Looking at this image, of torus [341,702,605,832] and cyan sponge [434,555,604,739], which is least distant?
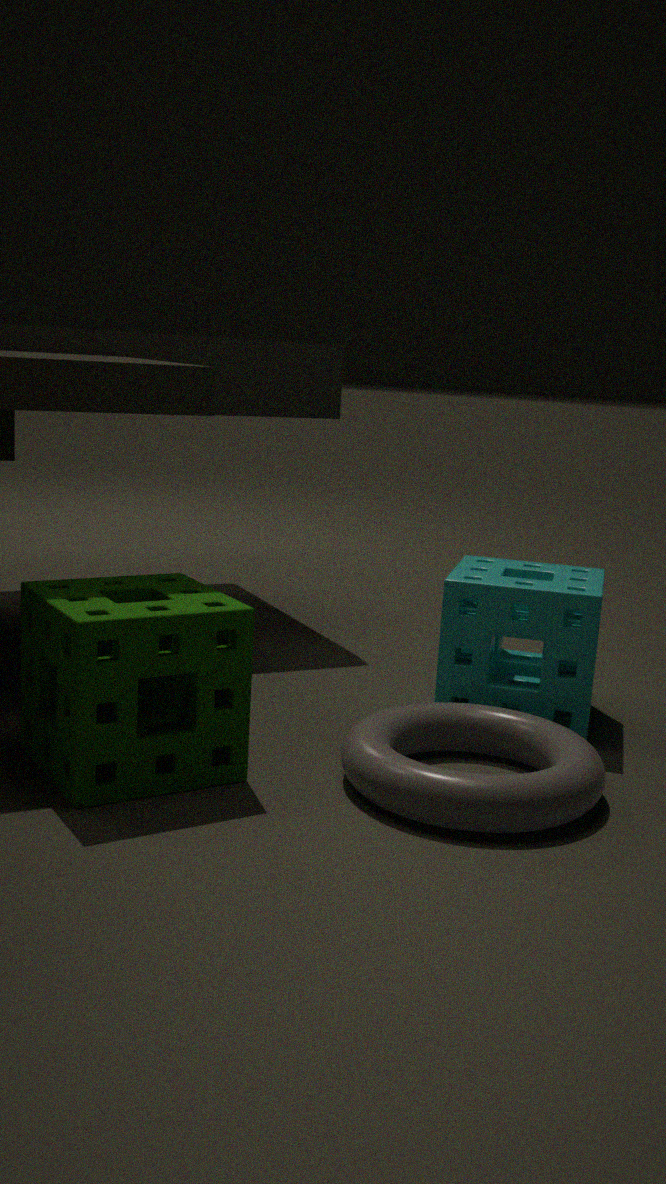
torus [341,702,605,832]
